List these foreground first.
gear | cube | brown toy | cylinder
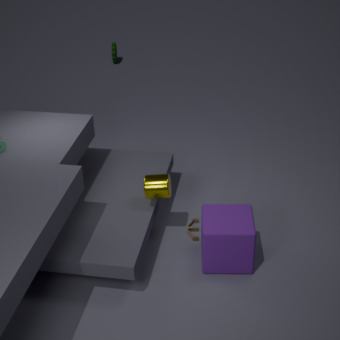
1. cube
2. cylinder
3. brown toy
4. gear
